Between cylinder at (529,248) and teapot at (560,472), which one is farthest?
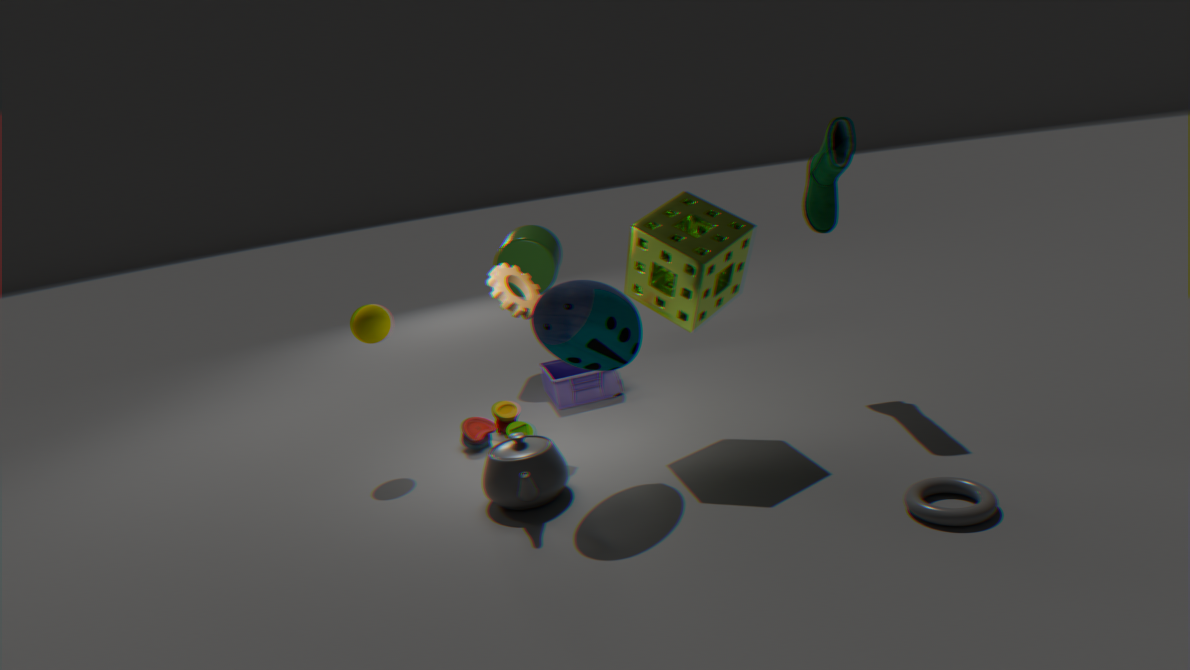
cylinder at (529,248)
